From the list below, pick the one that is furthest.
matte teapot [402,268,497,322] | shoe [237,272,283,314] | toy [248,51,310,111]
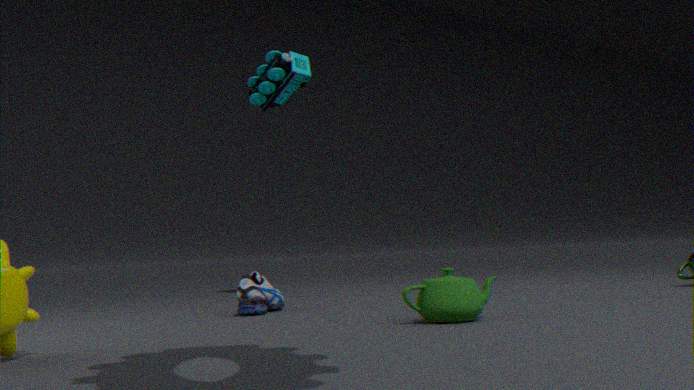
toy [248,51,310,111]
